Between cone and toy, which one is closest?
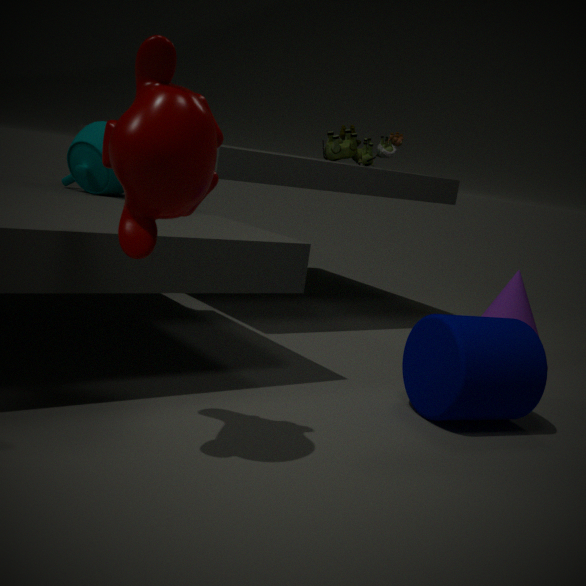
cone
